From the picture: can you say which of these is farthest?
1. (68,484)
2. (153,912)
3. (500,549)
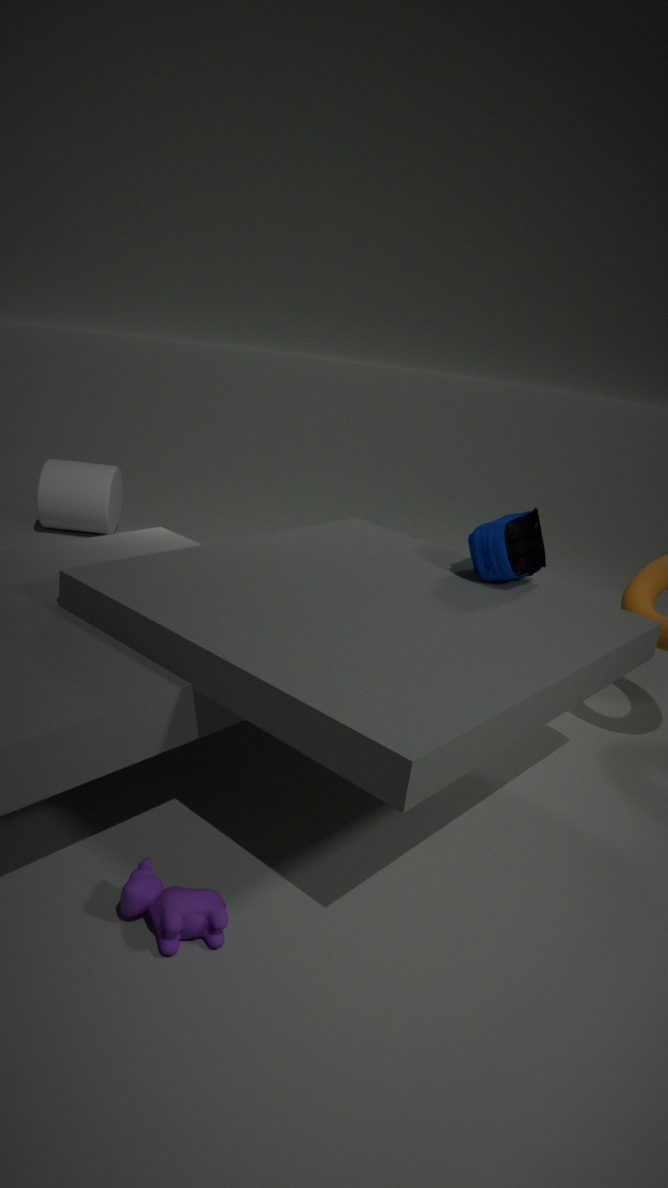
(68,484)
